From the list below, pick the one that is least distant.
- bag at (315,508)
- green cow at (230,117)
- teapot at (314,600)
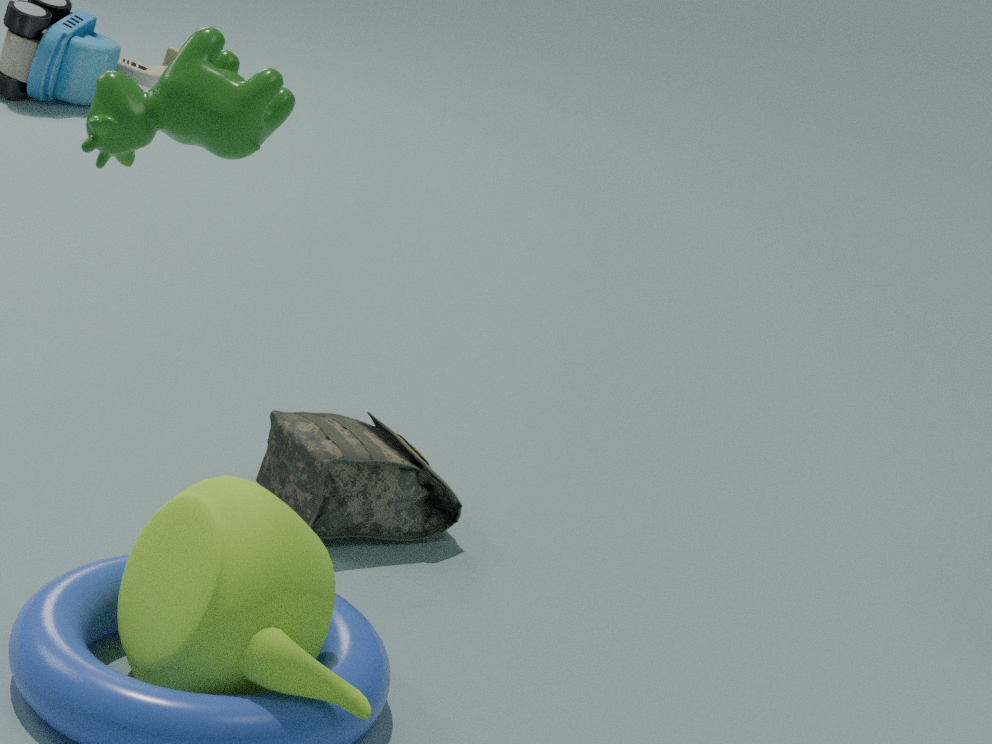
green cow at (230,117)
